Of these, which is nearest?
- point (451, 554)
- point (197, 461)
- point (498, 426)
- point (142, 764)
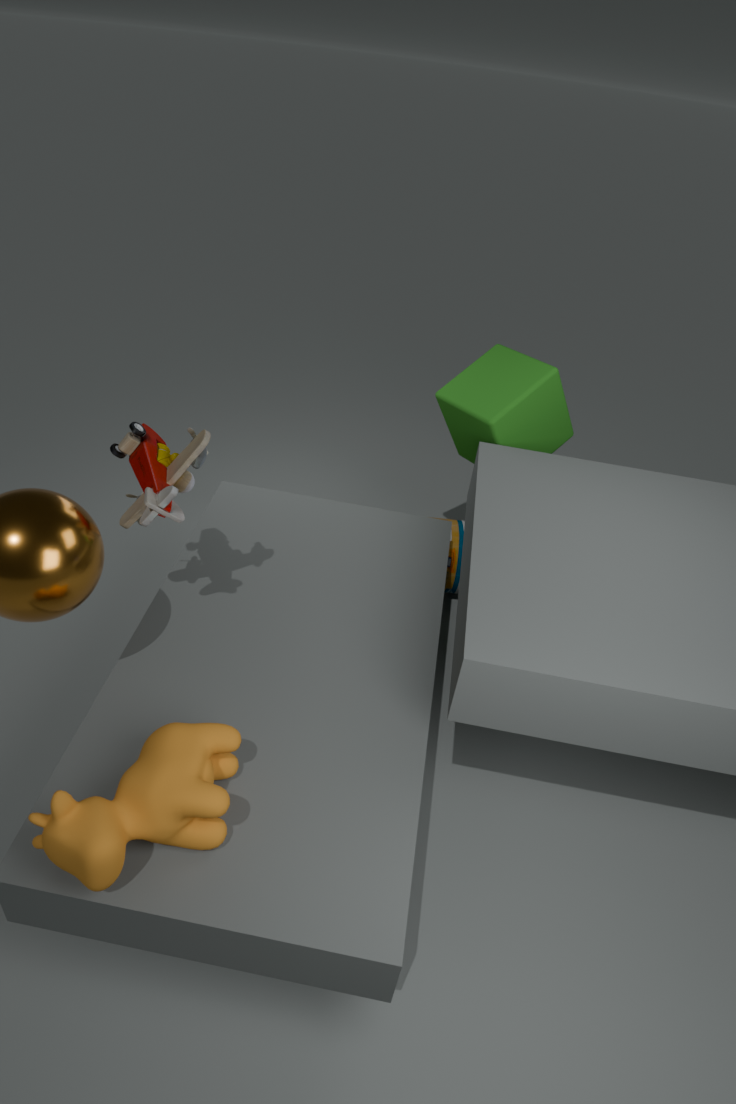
point (142, 764)
